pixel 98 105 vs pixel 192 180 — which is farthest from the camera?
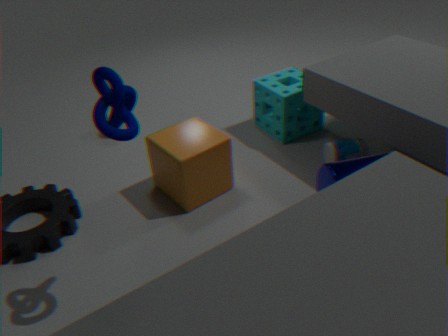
pixel 192 180
